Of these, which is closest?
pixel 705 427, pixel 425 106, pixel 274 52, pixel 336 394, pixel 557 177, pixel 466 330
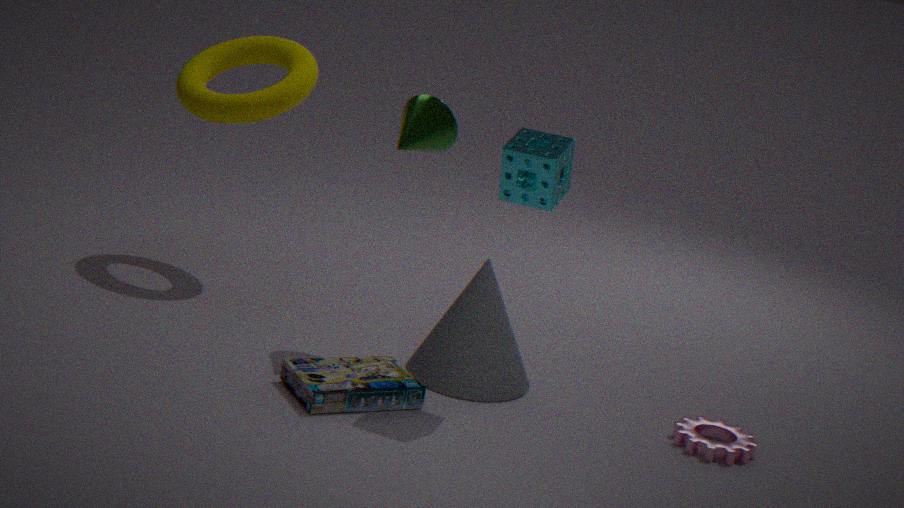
pixel 557 177
